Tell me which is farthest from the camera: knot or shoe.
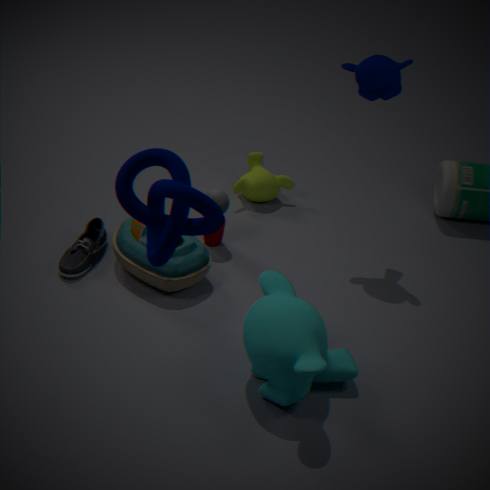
shoe
